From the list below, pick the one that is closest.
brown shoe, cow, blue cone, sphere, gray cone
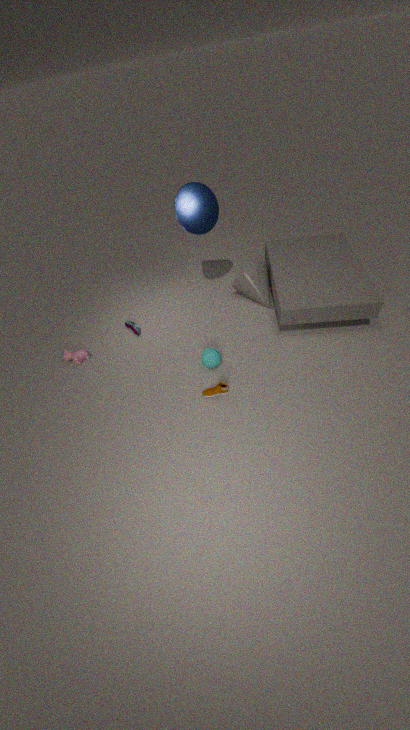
brown shoe
